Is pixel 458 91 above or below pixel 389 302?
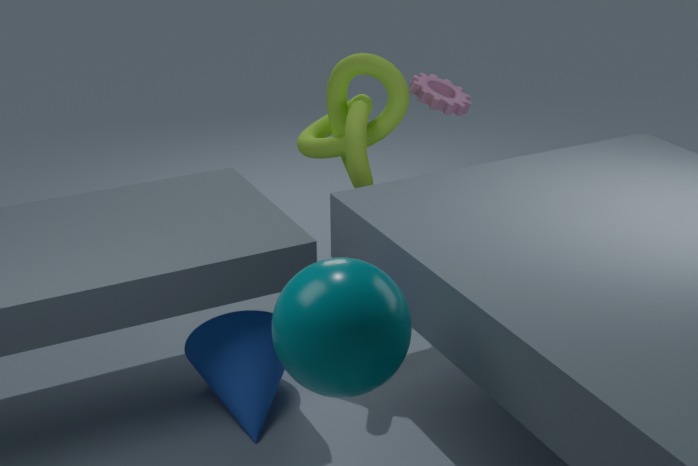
above
